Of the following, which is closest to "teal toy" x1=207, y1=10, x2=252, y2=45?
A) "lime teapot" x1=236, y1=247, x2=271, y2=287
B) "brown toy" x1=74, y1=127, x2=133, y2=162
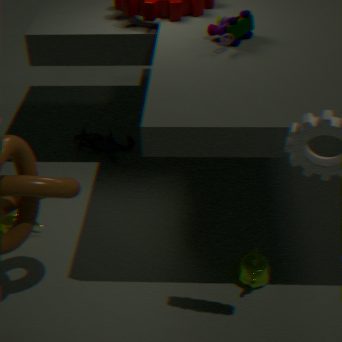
"lime teapot" x1=236, y1=247, x2=271, y2=287
